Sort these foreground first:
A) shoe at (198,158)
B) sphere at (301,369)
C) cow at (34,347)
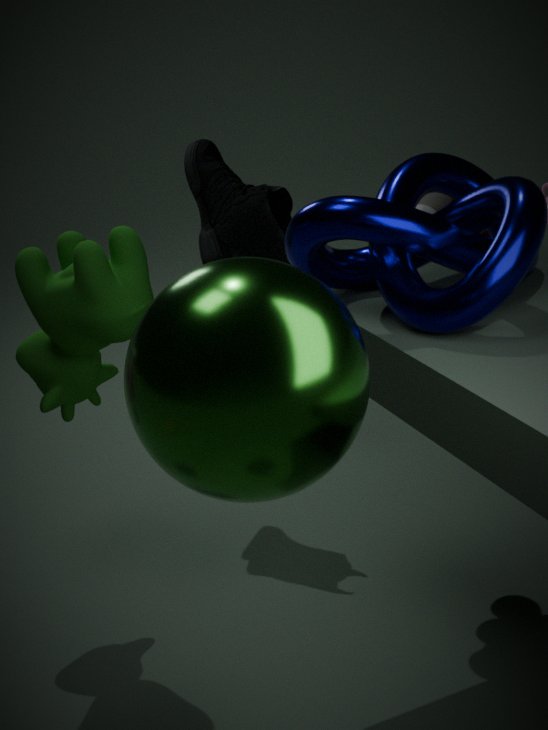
sphere at (301,369)
cow at (34,347)
shoe at (198,158)
